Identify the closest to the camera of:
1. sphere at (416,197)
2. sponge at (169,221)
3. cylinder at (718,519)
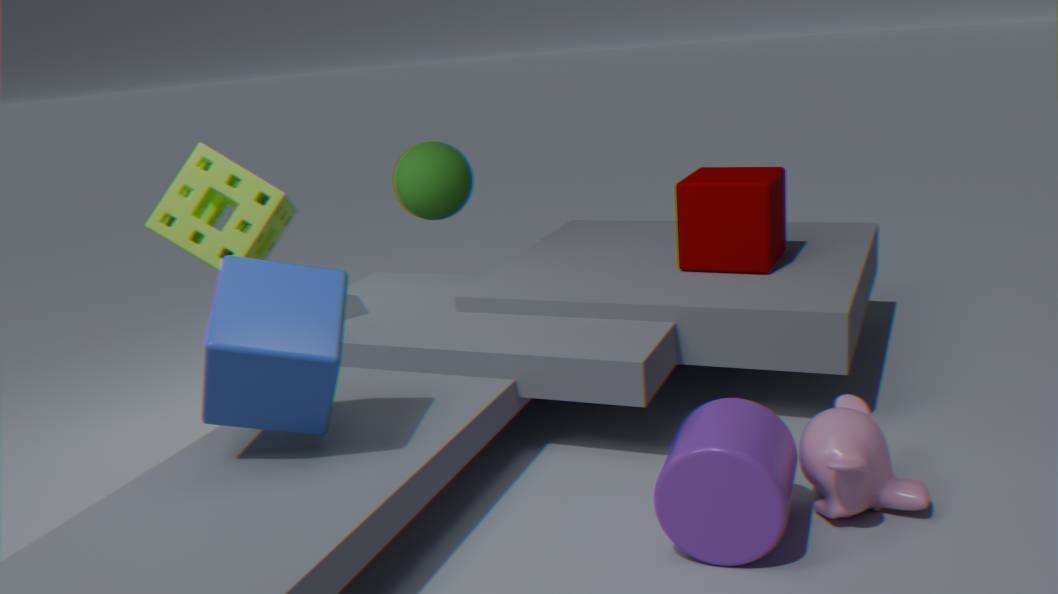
cylinder at (718,519)
